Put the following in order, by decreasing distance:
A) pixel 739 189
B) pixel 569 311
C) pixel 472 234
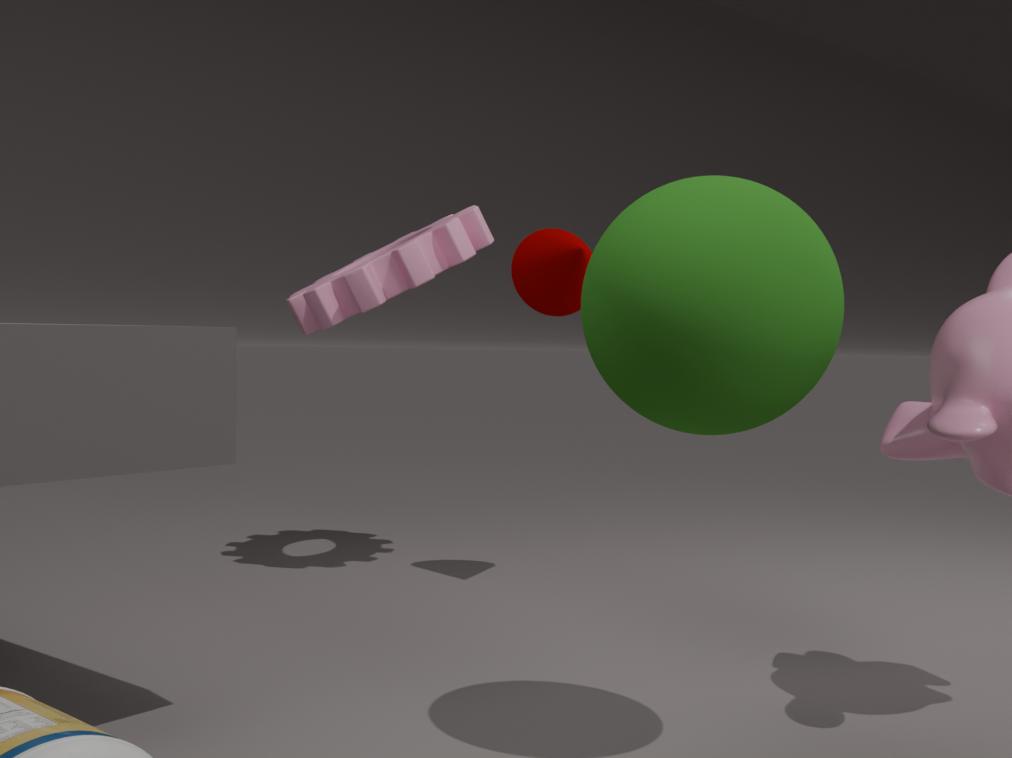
pixel 472 234
pixel 569 311
pixel 739 189
